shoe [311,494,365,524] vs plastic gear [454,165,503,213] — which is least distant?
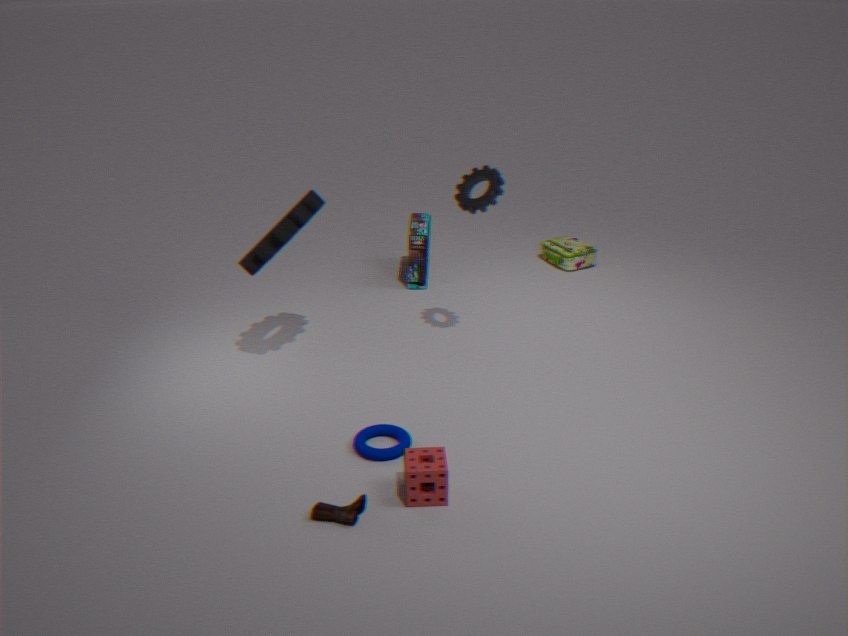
shoe [311,494,365,524]
